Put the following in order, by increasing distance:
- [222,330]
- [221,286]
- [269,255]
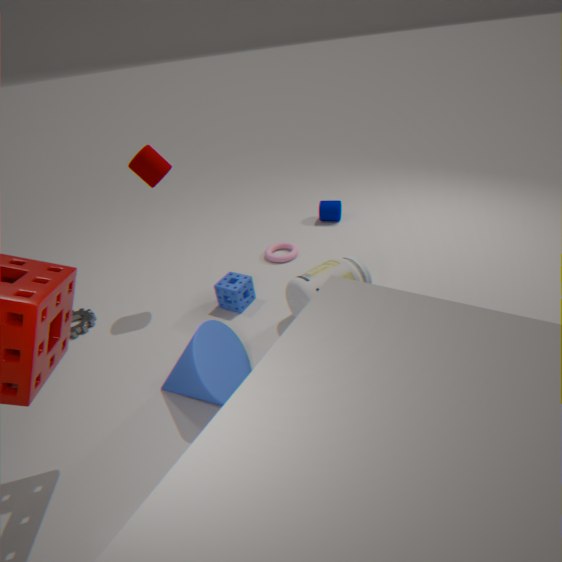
1. [222,330]
2. [221,286]
3. [269,255]
